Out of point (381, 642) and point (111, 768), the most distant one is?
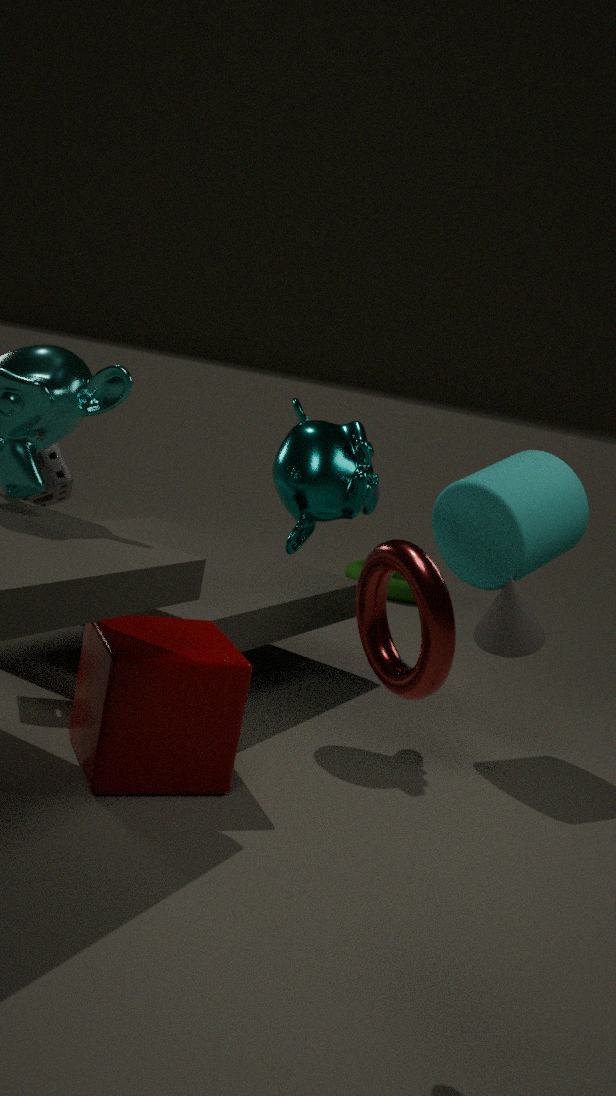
point (111, 768)
